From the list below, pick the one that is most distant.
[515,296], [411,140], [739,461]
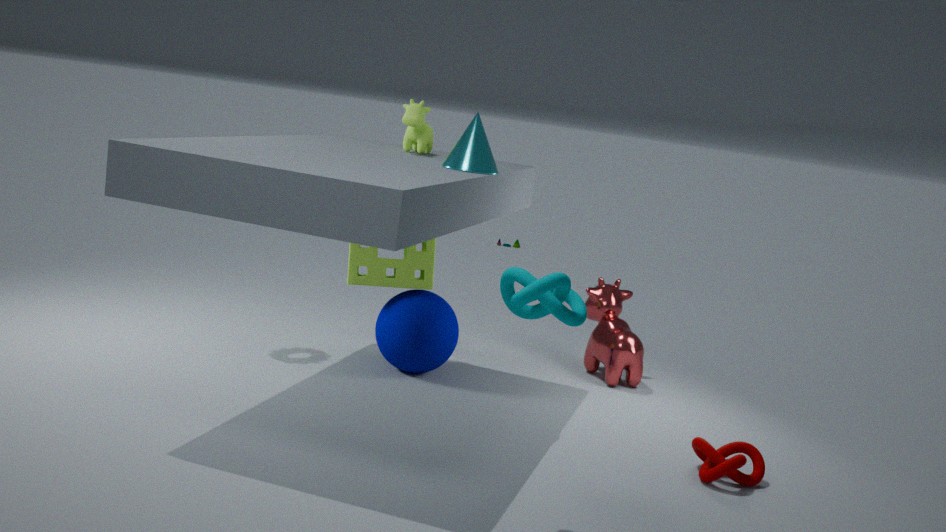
[411,140]
